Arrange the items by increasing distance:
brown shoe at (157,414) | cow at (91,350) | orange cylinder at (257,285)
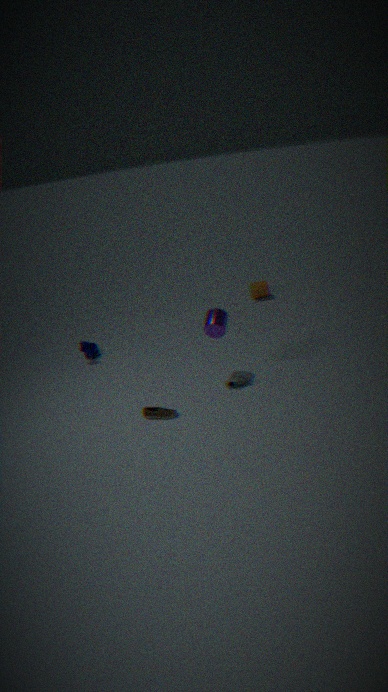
brown shoe at (157,414) < cow at (91,350) < orange cylinder at (257,285)
